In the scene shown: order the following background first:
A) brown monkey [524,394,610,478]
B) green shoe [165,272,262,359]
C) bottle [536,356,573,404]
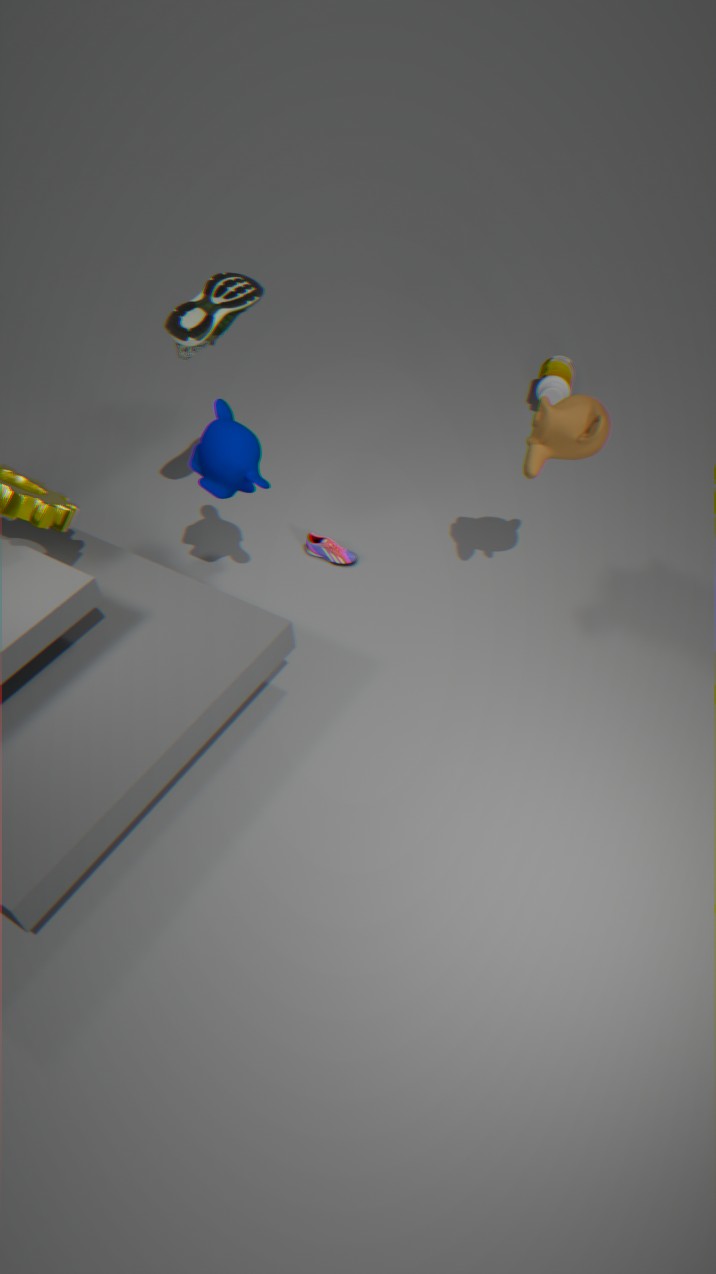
bottle [536,356,573,404] → green shoe [165,272,262,359] → brown monkey [524,394,610,478]
